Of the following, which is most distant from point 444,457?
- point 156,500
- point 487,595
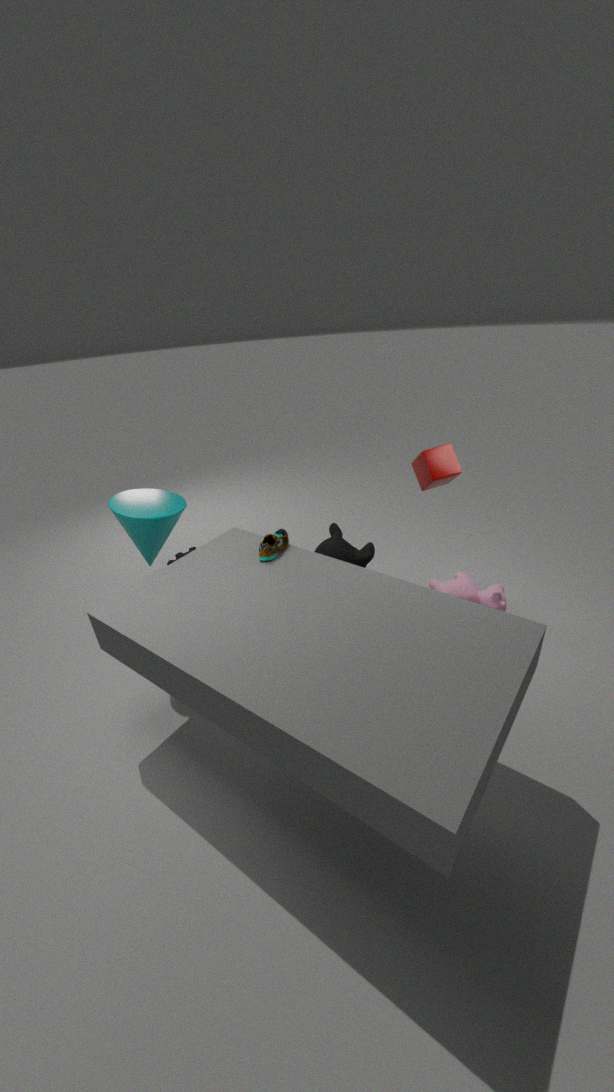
point 156,500
